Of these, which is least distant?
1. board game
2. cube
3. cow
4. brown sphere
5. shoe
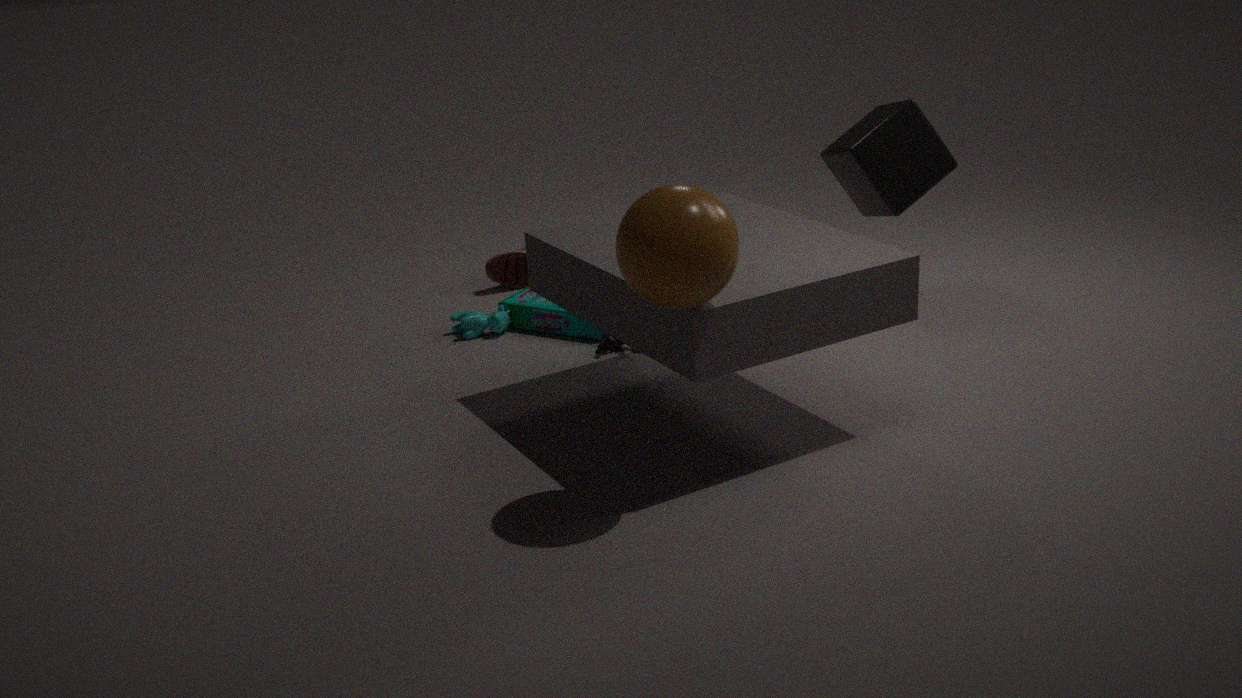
brown sphere
